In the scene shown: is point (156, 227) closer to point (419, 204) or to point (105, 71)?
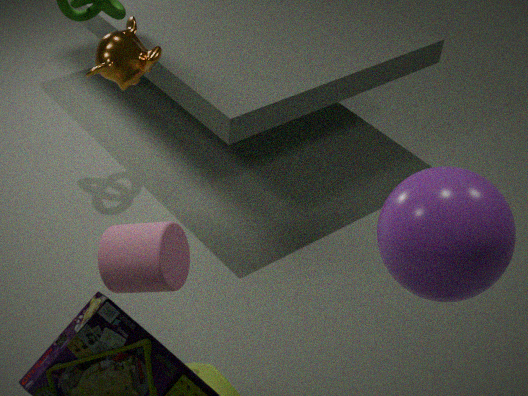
point (105, 71)
